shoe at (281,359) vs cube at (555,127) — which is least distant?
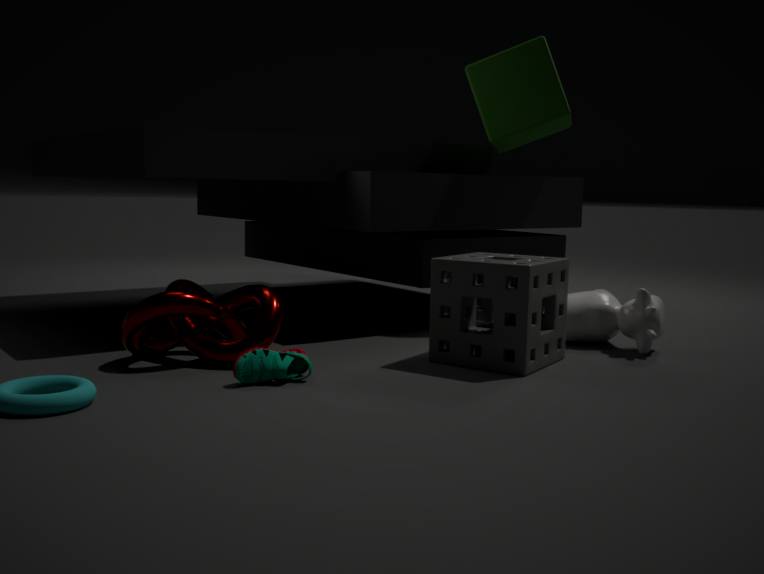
shoe at (281,359)
